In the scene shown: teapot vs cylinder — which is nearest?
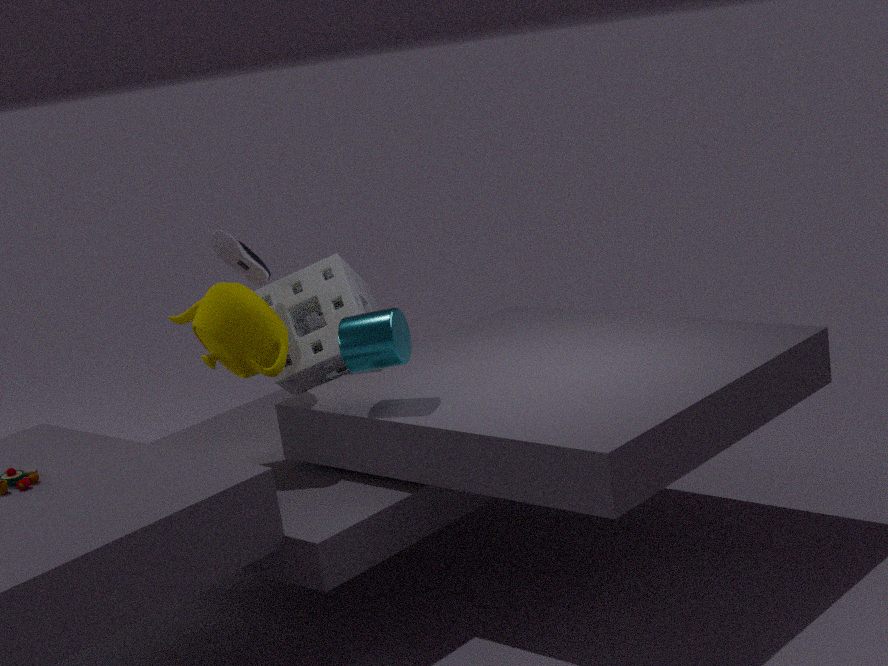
cylinder
